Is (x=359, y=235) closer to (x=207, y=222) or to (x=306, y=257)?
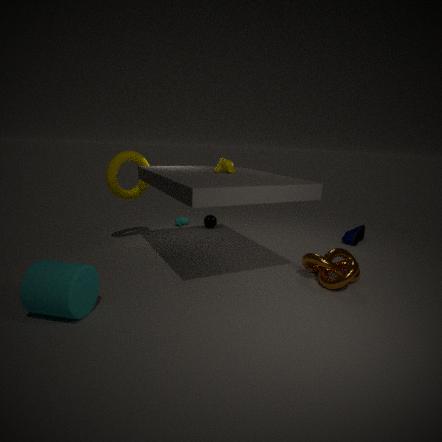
(x=306, y=257)
